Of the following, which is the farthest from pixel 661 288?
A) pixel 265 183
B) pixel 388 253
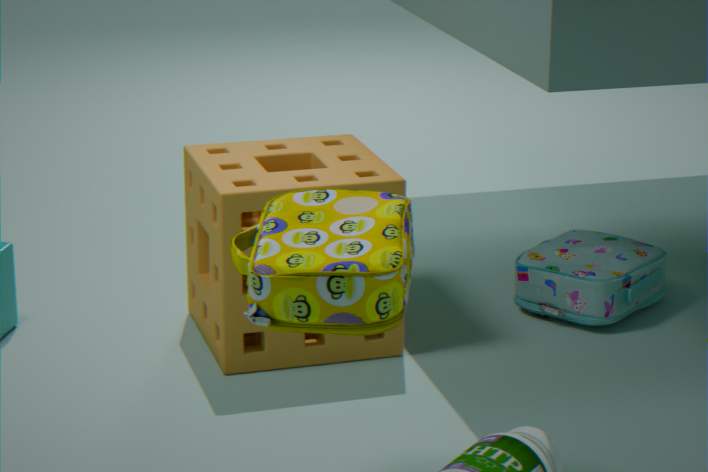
pixel 388 253
